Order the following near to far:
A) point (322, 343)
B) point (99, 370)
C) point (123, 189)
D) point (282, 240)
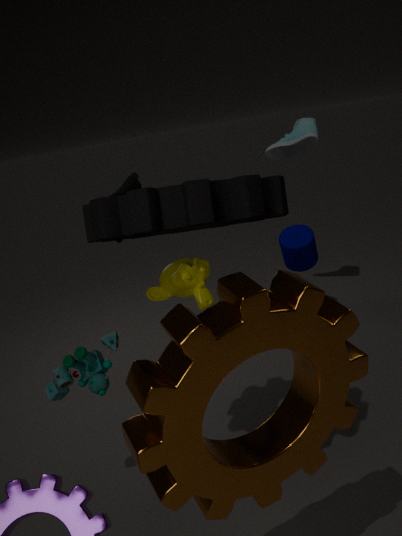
point (322, 343)
point (99, 370)
point (123, 189)
point (282, 240)
